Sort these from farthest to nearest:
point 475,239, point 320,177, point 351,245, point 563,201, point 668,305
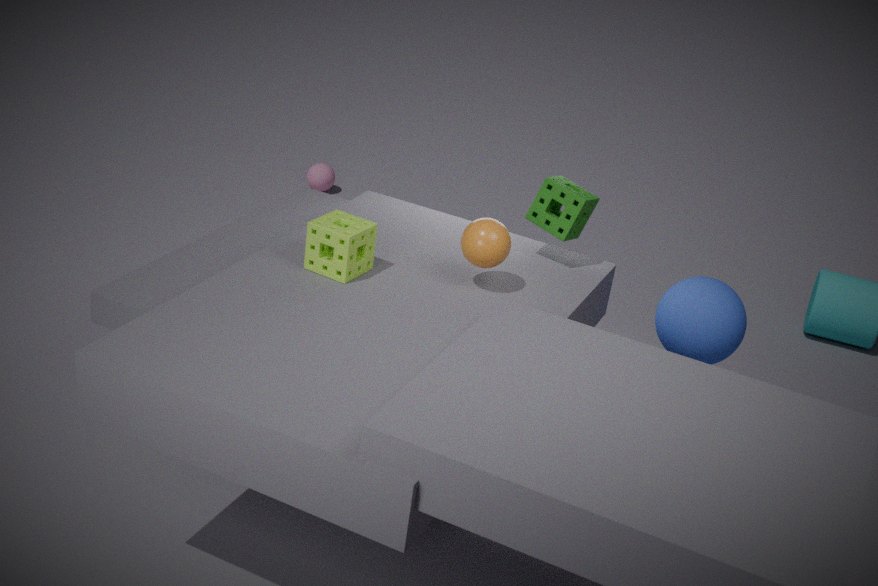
point 320,177 < point 668,305 < point 563,201 < point 475,239 < point 351,245
